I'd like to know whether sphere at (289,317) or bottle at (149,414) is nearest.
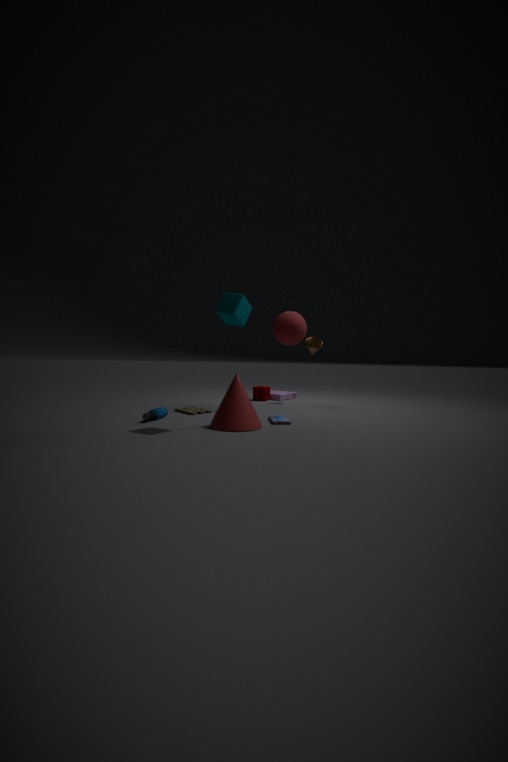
bottle at (149,414)
